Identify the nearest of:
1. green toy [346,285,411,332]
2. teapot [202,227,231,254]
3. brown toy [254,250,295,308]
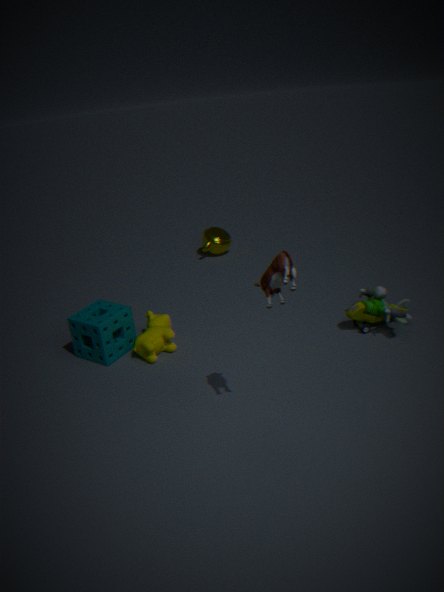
brown toy [254,250,295,308]
